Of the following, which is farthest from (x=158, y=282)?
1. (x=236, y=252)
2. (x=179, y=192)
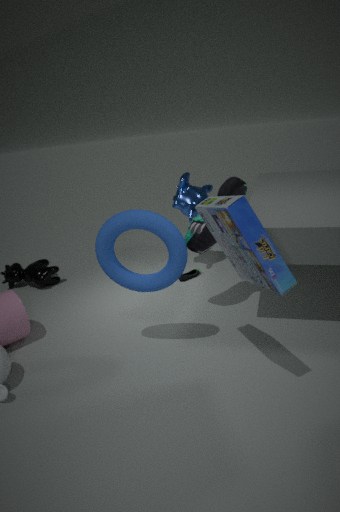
(x=179, y=192)
